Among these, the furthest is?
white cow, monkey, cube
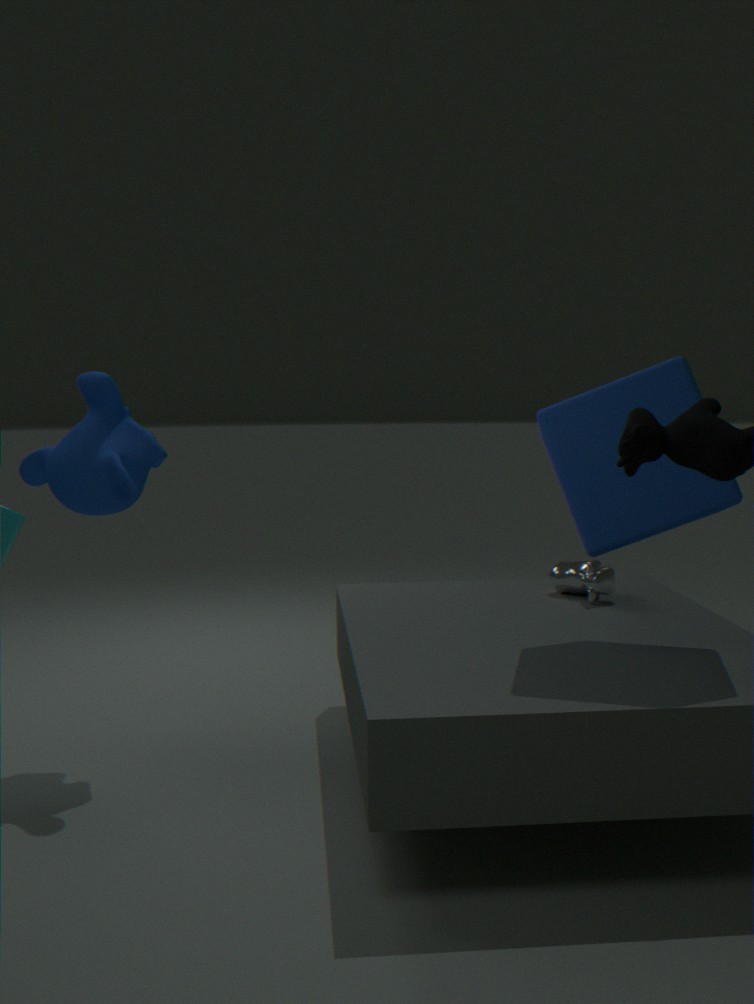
white cow
